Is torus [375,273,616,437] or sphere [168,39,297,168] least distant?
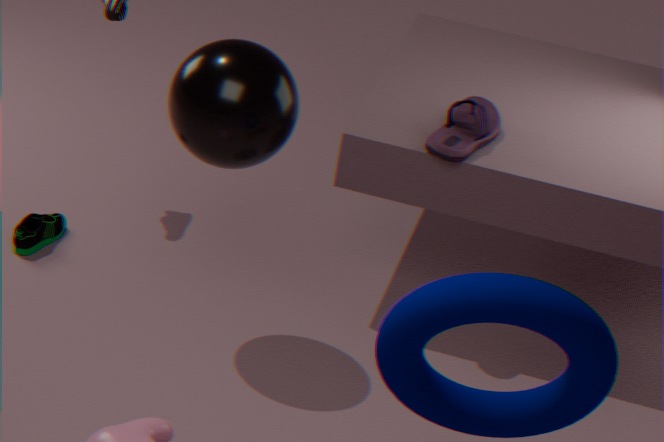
torus [375,273,616,437]
